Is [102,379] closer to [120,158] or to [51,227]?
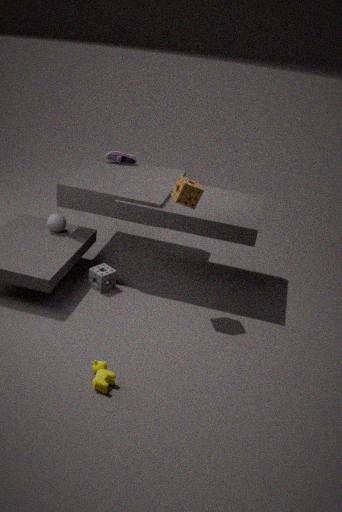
[51,227]
